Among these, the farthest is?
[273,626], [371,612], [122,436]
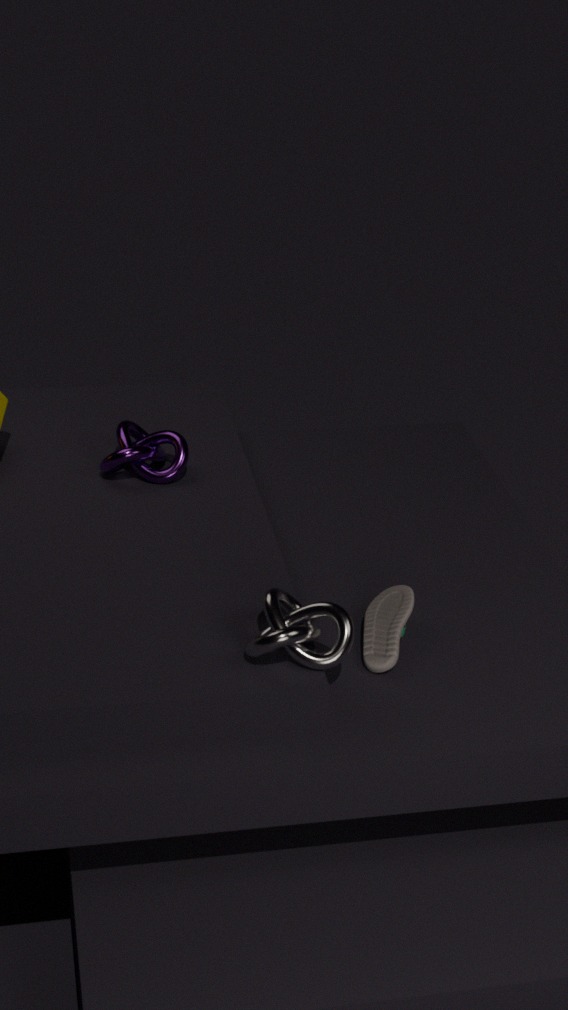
[122,436]
